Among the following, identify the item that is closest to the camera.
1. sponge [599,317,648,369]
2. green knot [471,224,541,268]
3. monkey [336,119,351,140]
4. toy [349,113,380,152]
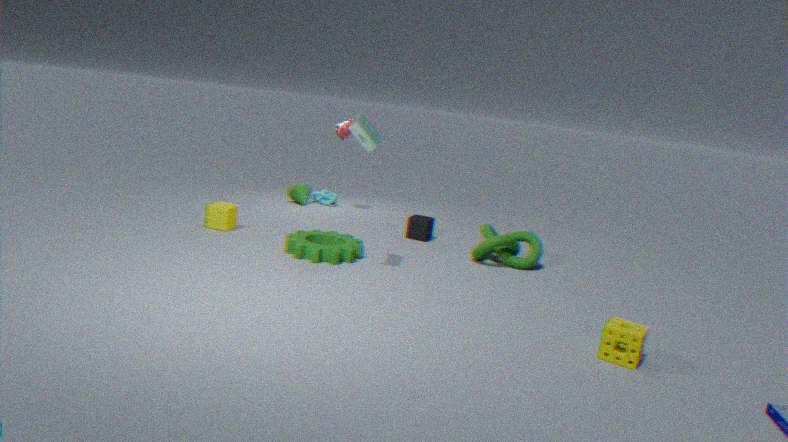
sponge [599,317,648,369]
